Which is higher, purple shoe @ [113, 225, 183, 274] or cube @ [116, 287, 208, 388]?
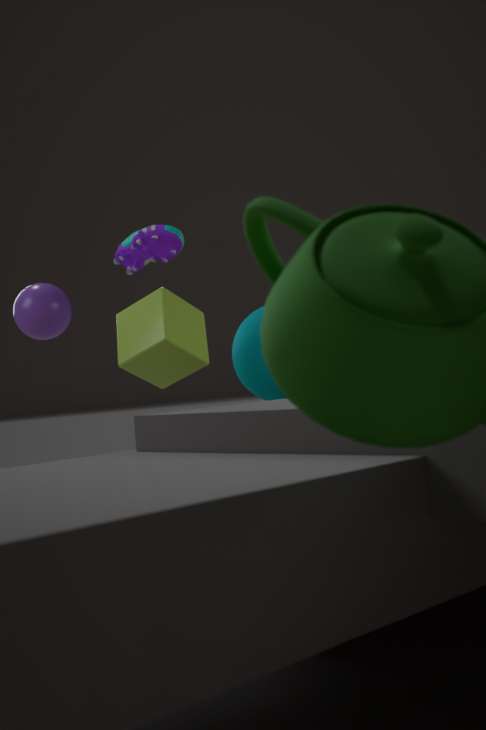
purple shoe @ [113, 225, 183, 274]
